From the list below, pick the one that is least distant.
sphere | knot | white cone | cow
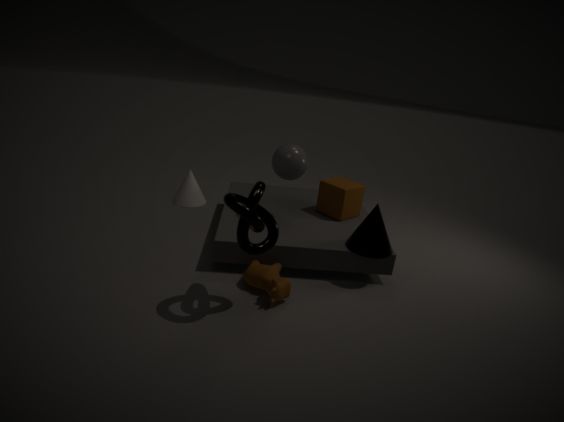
knot
